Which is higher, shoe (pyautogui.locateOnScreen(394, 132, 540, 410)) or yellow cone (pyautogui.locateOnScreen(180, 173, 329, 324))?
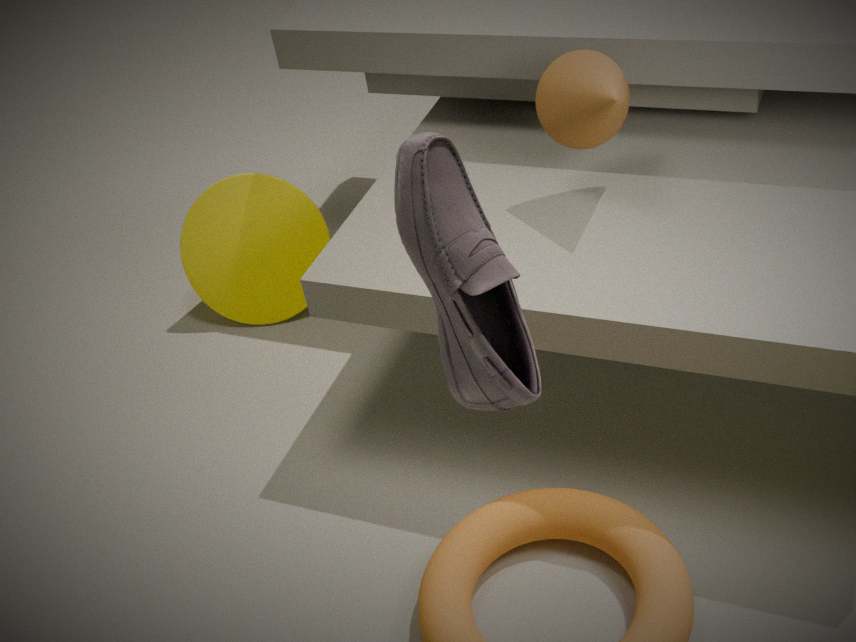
shoe (pyautogui.locateOnScreen(394, 132, 540, 410))
